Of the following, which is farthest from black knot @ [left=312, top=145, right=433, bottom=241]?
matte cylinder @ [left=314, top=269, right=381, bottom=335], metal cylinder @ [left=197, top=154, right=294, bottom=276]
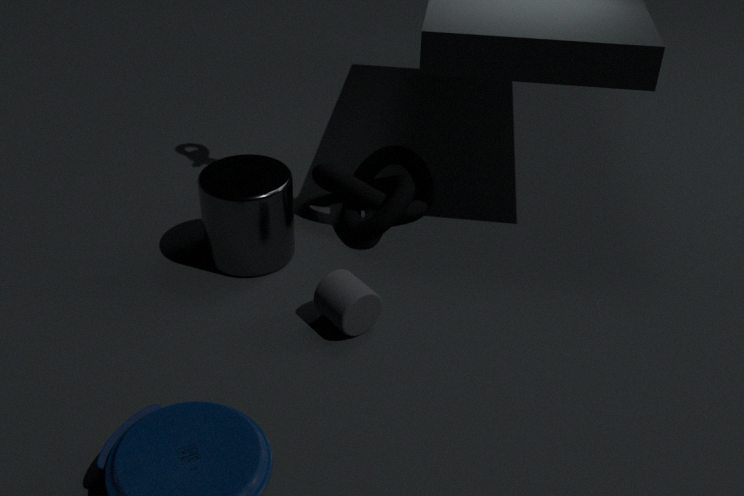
matte cylinder @ [left=314, top=269, right=381, bottom=335]
